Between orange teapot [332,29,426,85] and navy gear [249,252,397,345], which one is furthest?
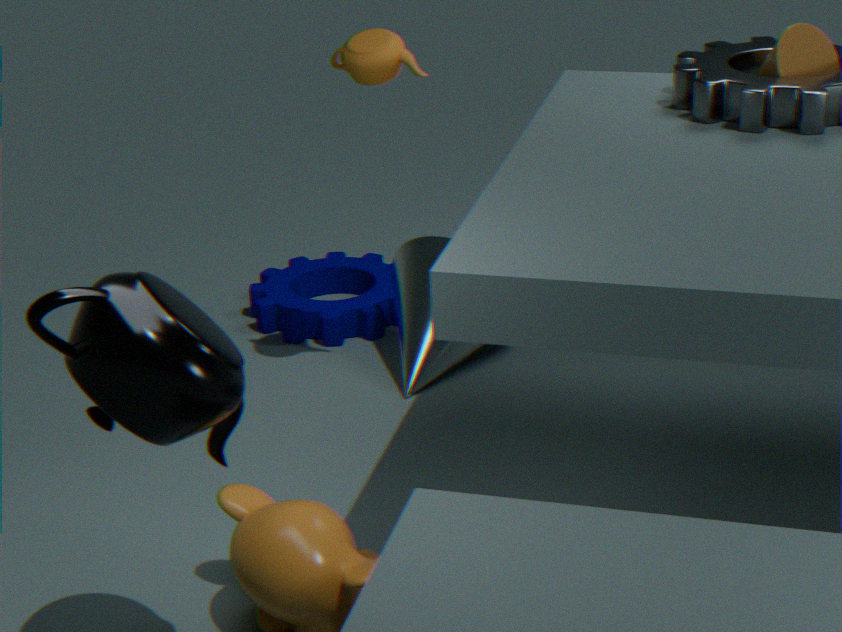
navy gear [249,252,397,345]
